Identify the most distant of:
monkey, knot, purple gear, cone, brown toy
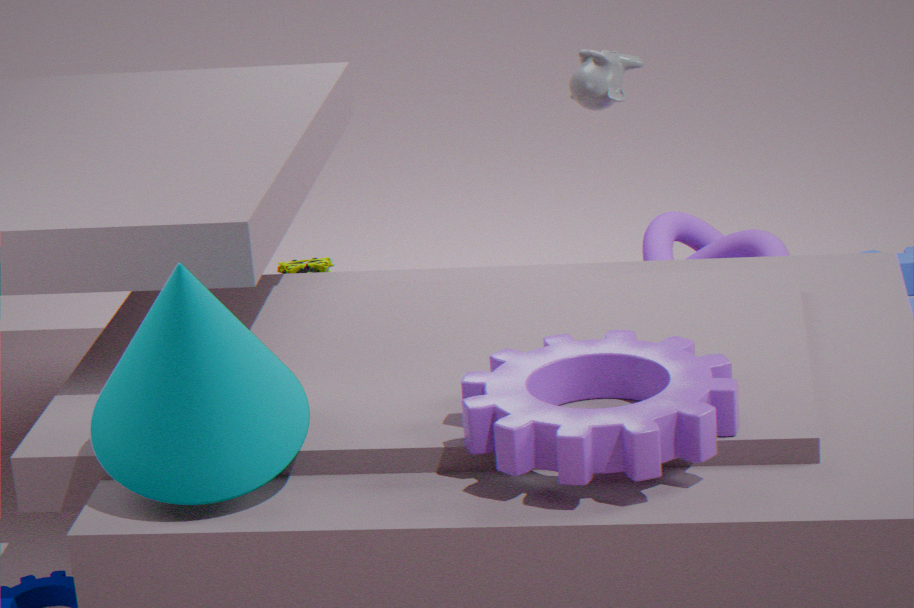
brown toy
